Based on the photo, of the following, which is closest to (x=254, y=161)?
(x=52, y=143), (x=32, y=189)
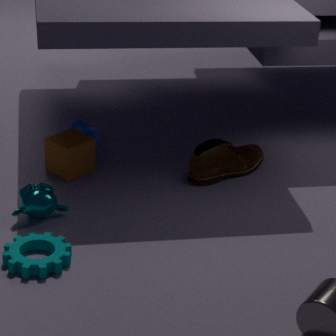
(x=52, y=143)
